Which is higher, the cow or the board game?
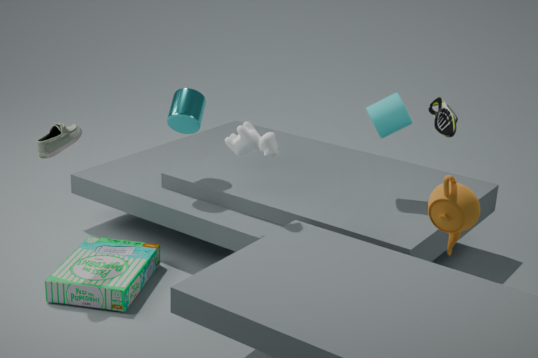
the cow
